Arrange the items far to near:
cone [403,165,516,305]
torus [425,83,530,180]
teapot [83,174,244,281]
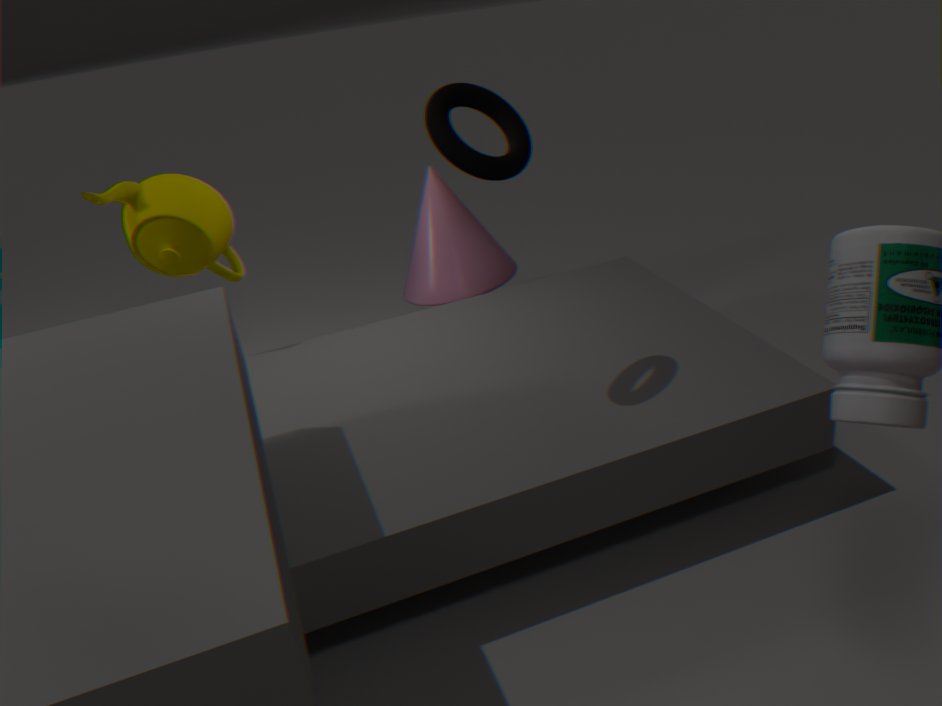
cone [403,165,516,305], teapot [83,174,244,281], torus [425,83,530,180]
